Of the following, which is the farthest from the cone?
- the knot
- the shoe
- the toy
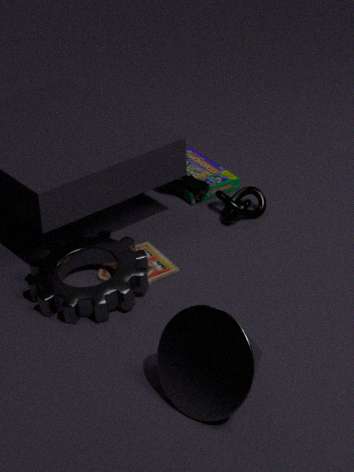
the shoe
